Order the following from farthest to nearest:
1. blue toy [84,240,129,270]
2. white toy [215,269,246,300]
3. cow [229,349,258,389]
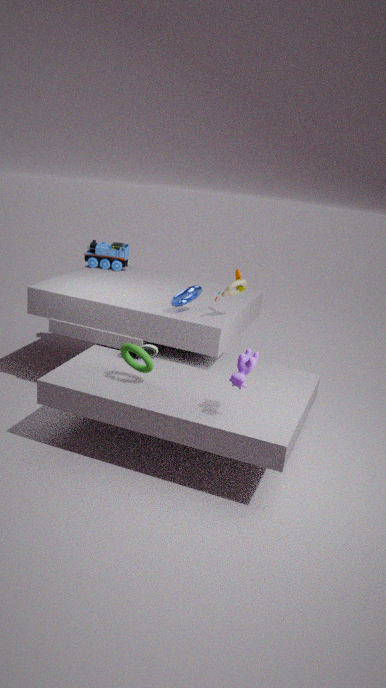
blue toy [84,240,129,270], white toy [215,269,246,300], cow [229,349,258,389]
